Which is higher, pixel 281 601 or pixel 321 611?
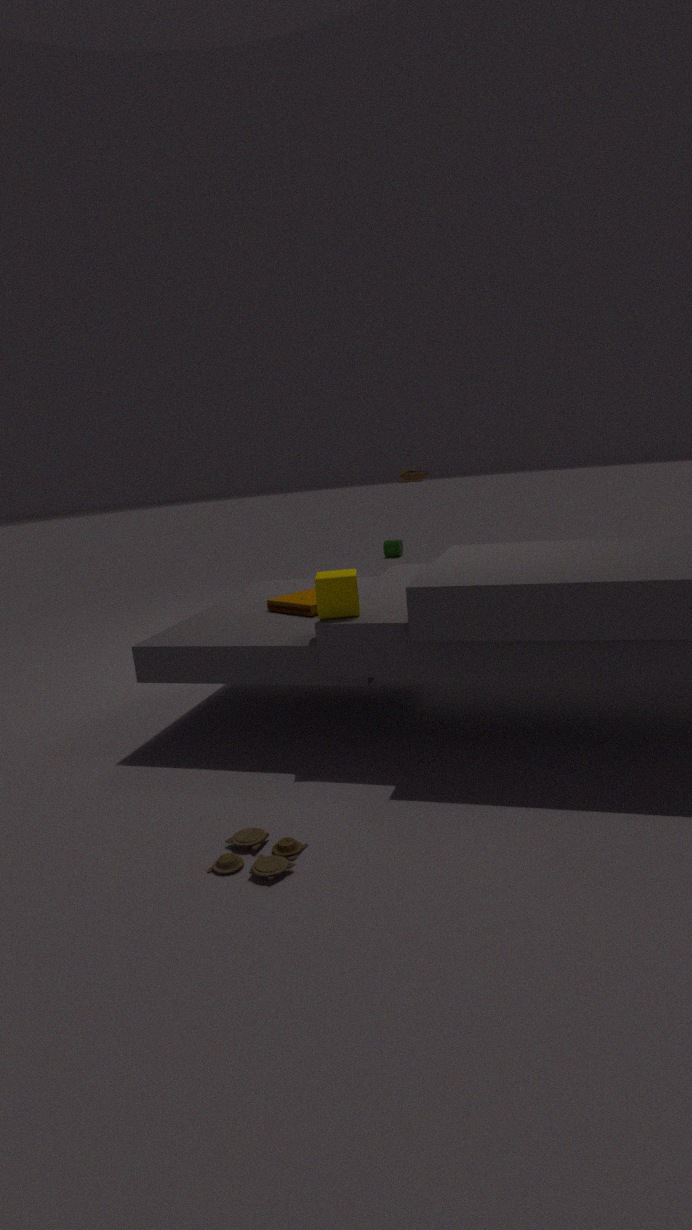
pixel 321 611
